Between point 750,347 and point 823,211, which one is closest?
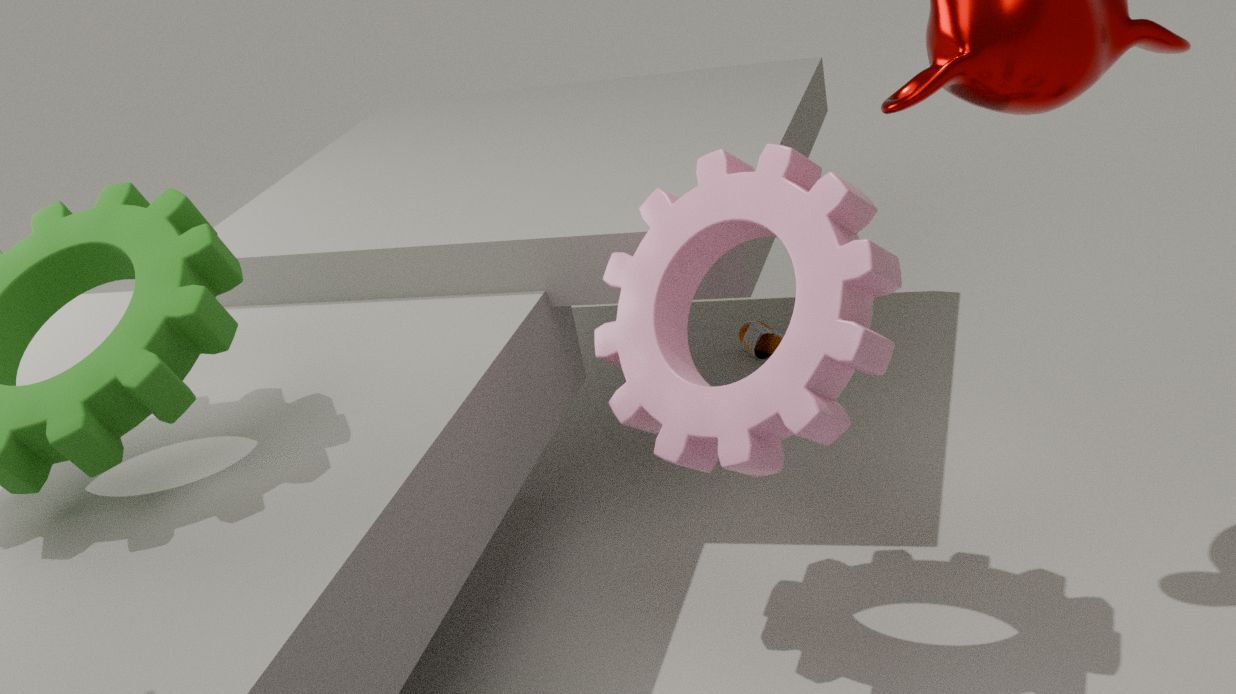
point 823,211
